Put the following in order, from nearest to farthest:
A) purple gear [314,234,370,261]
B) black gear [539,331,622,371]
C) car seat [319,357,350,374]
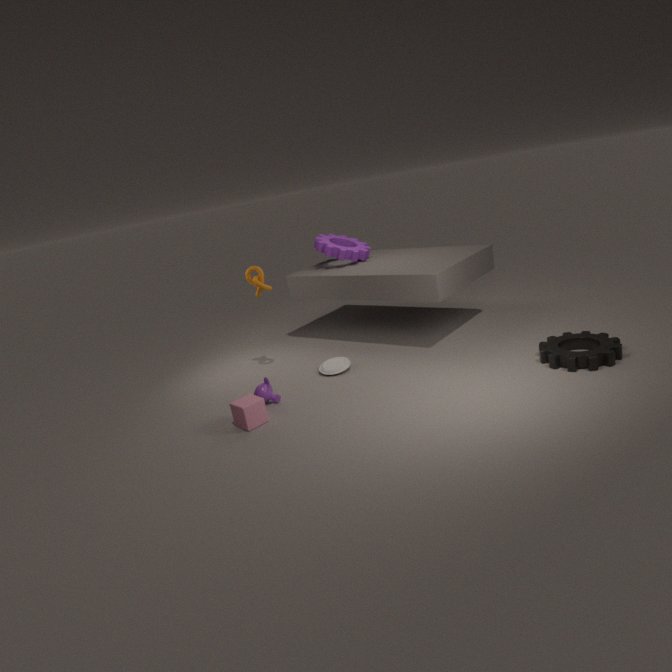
black gear [539,331,622,371] < car seat [319,357,350,374] < purple gear [314,234,370,261]
